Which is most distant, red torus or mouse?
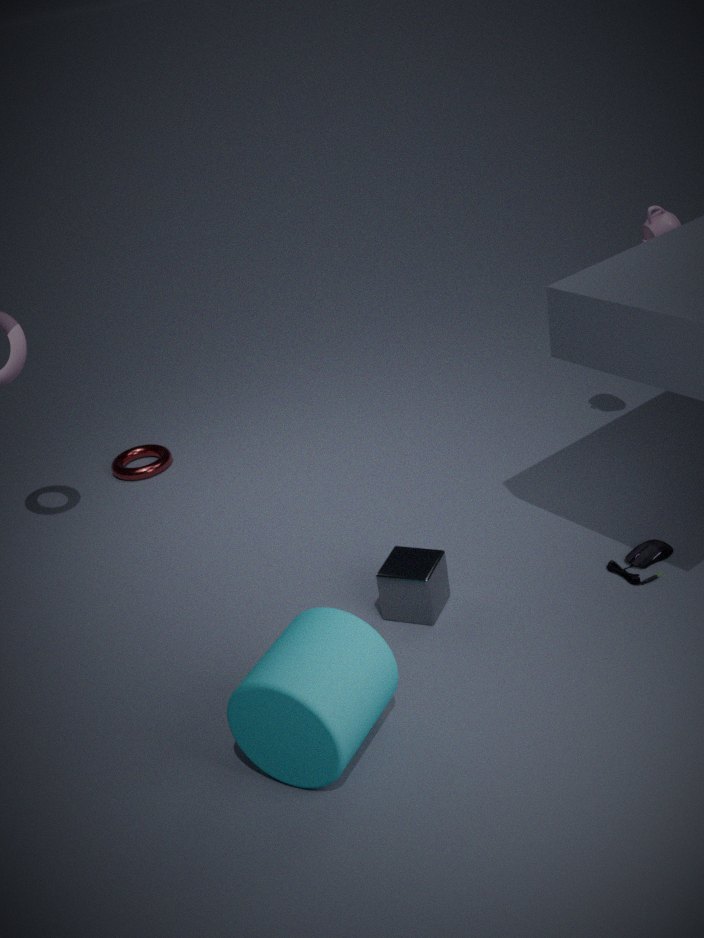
red torus
